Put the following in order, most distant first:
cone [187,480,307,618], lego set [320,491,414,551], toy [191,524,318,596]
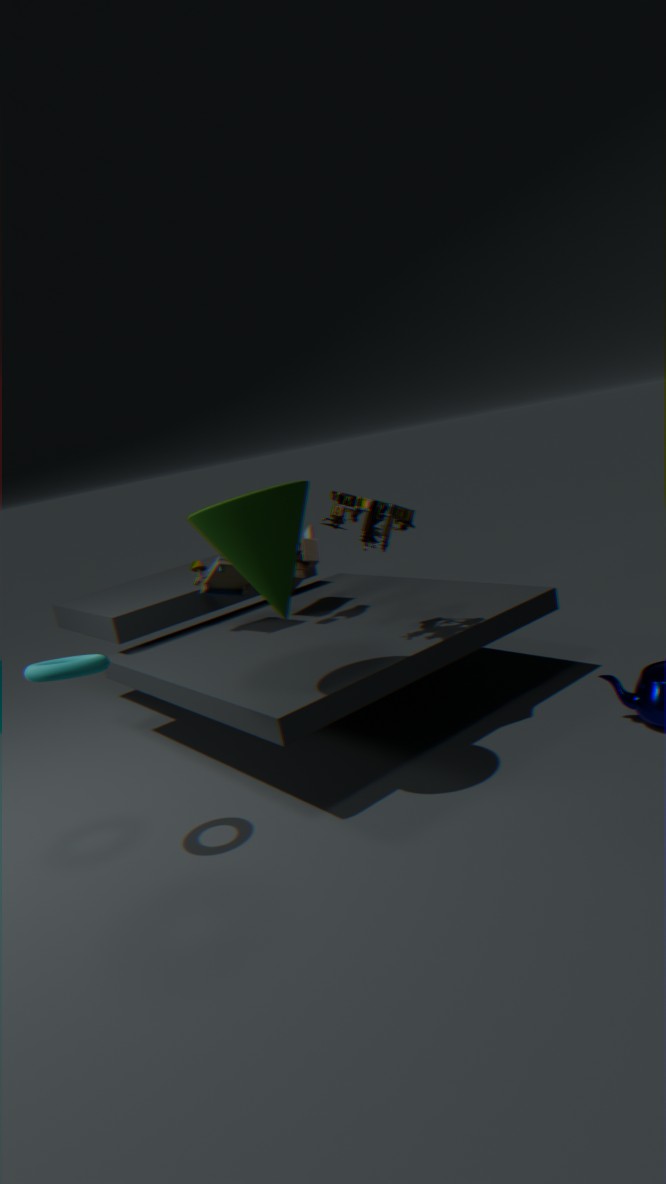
Answer: toy [191,524,318,596]
lego set [320,491,414,551]
cone [187,480,307,618]
